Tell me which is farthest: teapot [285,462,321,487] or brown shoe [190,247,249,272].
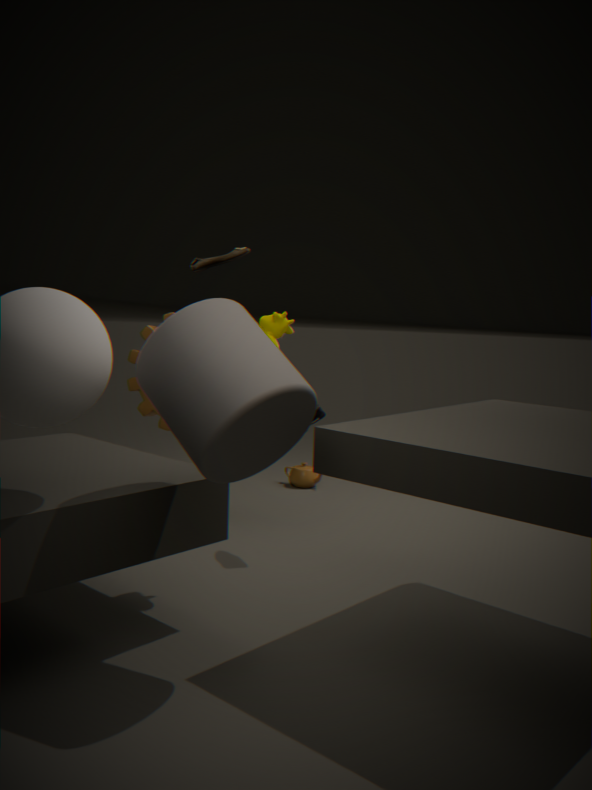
teapot [285,462,321,487]
